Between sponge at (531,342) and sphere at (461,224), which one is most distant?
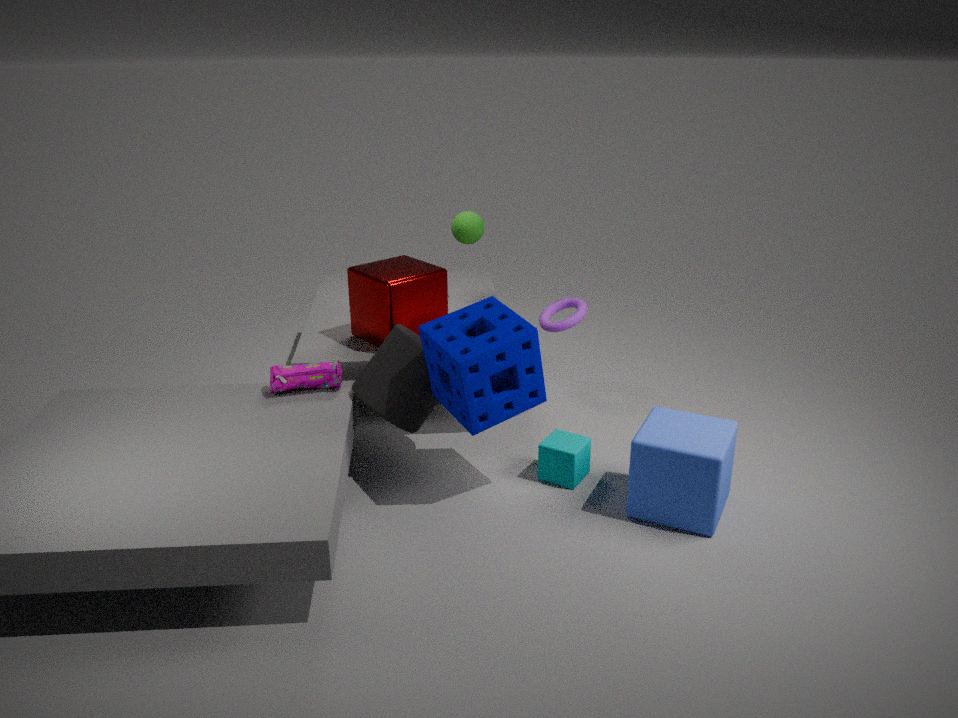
sphere at (461,224)
